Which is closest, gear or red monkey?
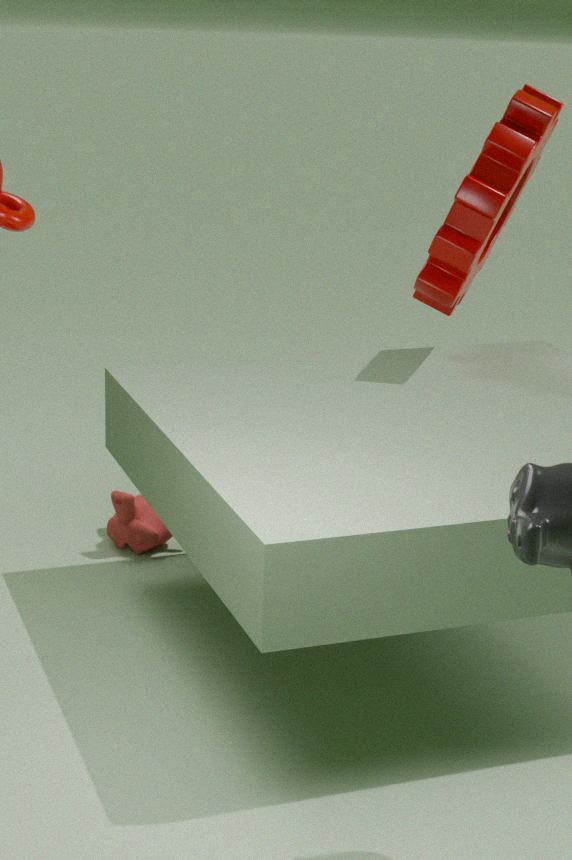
gear
